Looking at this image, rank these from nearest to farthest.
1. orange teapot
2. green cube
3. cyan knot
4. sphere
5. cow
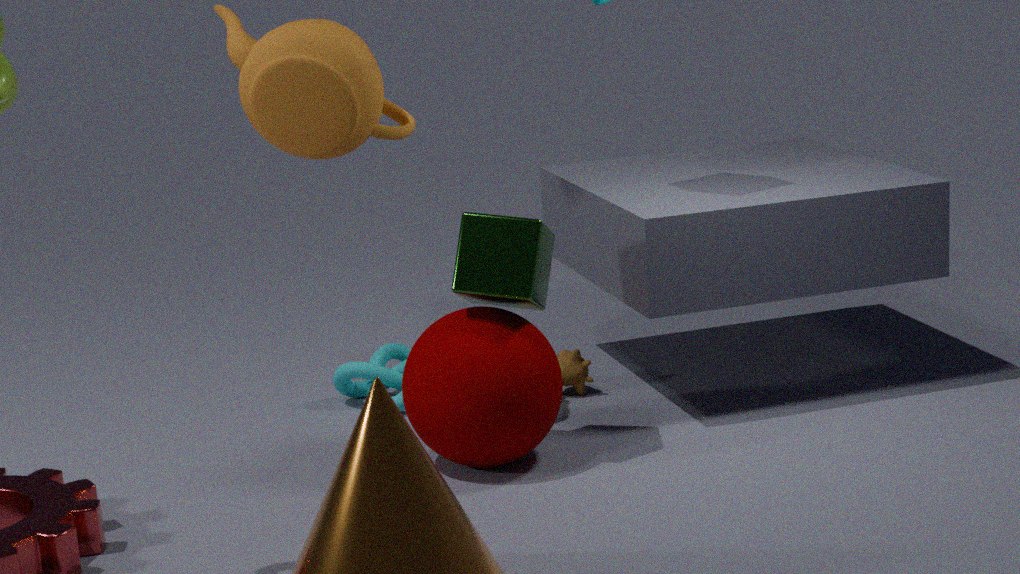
sphere → green cube → orange teapot → cyan knot → cow
